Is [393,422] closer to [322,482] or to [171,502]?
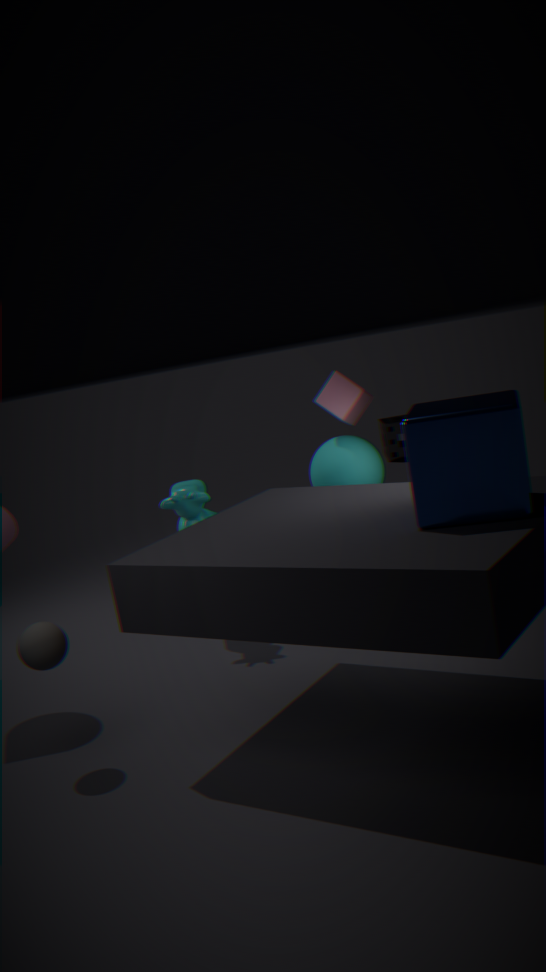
[322,482]
